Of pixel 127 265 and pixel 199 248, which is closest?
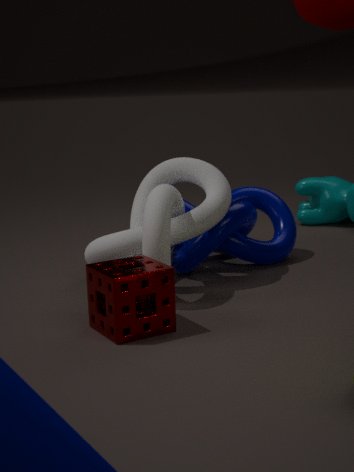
pixel 127 265
